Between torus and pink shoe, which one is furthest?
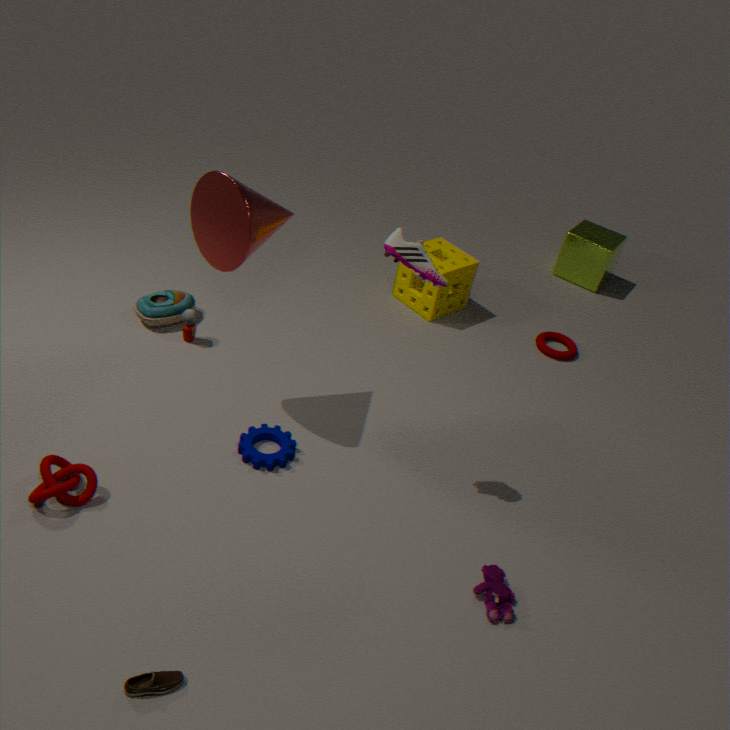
torus
